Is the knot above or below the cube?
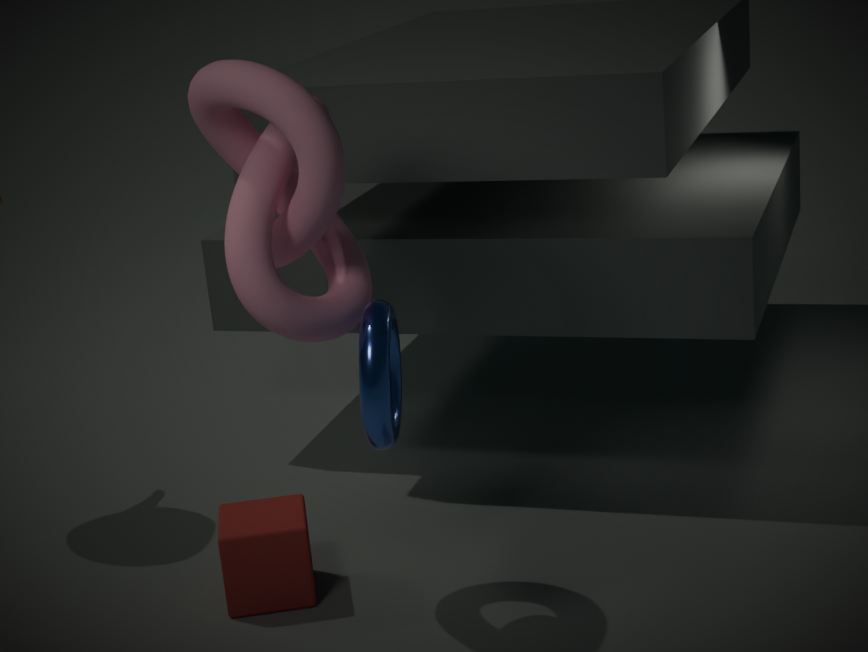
above
